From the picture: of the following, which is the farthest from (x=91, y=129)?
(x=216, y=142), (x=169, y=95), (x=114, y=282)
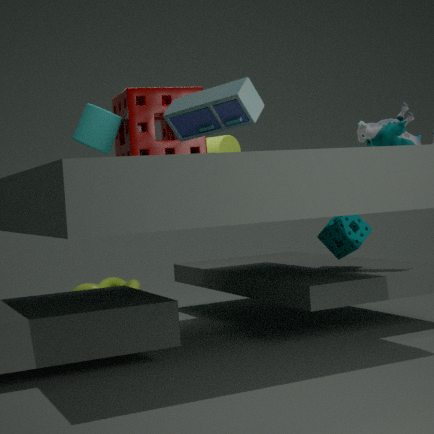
(x=114, y=282)
